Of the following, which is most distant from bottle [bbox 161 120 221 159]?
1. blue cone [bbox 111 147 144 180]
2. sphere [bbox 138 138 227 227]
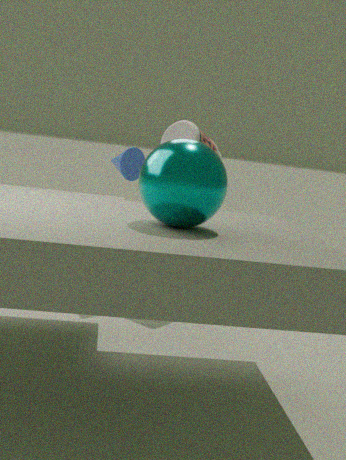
sphere [bbox 138 138 227 227]
